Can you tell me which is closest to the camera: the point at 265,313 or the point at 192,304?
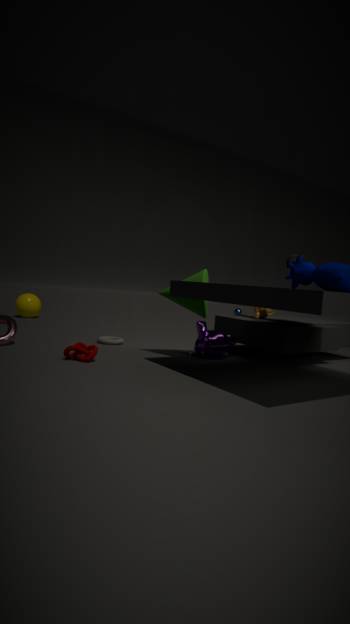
the point at 192,304
